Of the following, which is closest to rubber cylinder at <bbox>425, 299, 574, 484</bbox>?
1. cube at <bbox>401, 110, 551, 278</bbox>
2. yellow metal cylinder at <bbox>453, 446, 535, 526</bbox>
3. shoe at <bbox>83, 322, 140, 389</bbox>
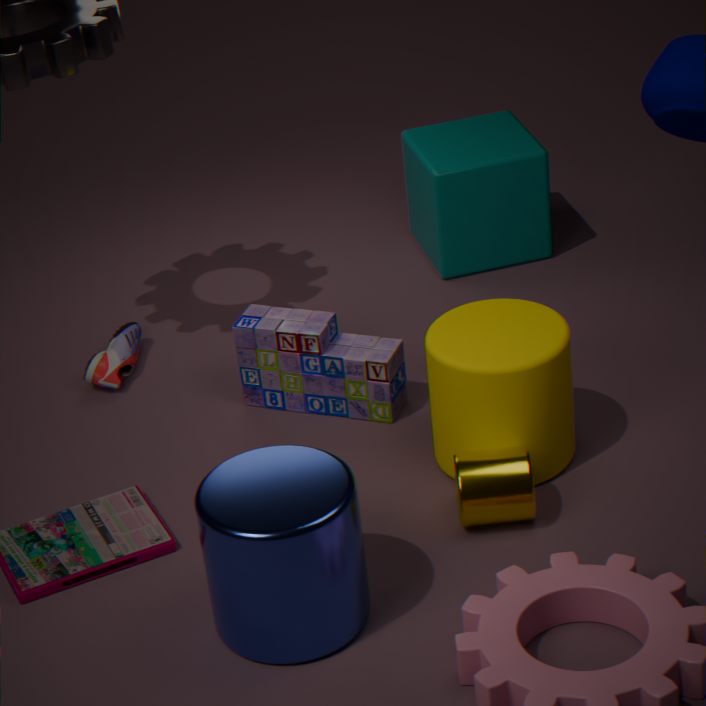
yellow metal cylinder at <bbox>453, 446, 535, 526</bbox>
